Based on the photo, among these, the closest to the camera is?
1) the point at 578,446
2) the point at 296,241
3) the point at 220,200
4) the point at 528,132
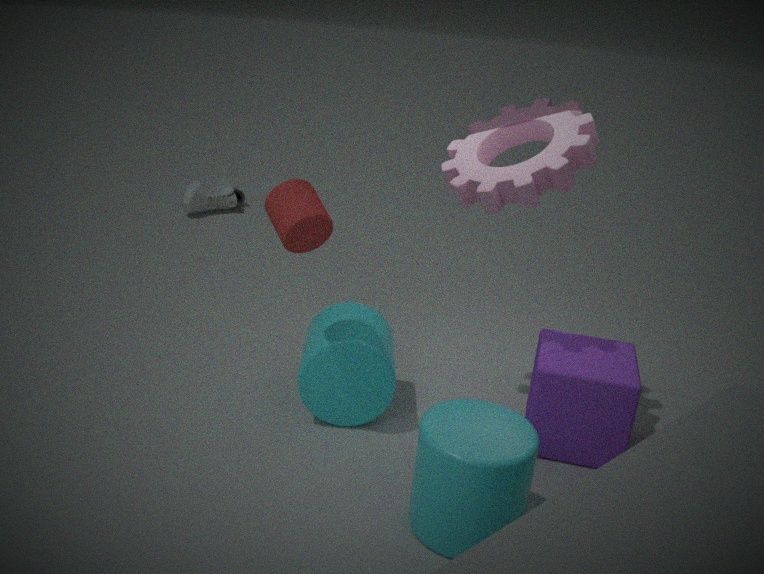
2. the point at 296,241
